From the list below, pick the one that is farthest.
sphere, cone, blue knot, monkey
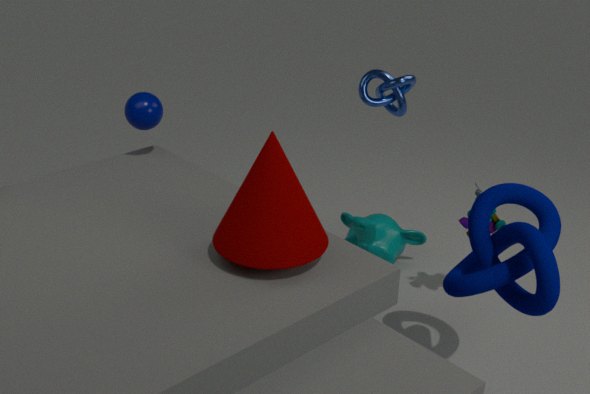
monkey
